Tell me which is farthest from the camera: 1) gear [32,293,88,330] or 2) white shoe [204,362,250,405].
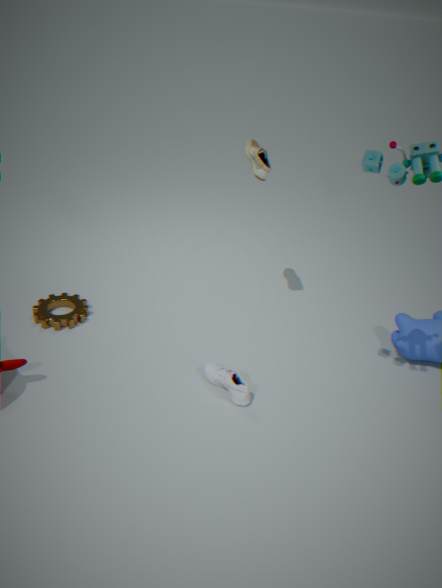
1. gear [32,293,88,330]
